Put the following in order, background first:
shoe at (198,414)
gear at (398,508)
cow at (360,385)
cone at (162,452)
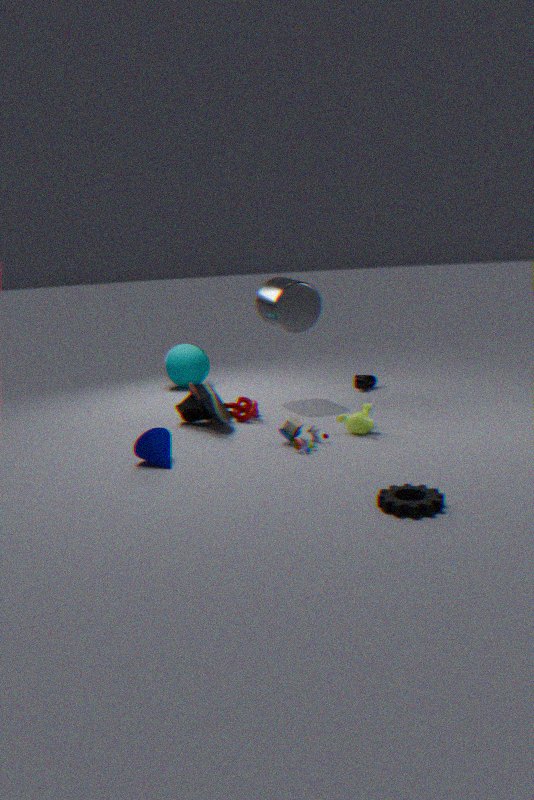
cow at (360,385) < shoe at (198,414) < cone at (162,452) < gear at (398,508)
